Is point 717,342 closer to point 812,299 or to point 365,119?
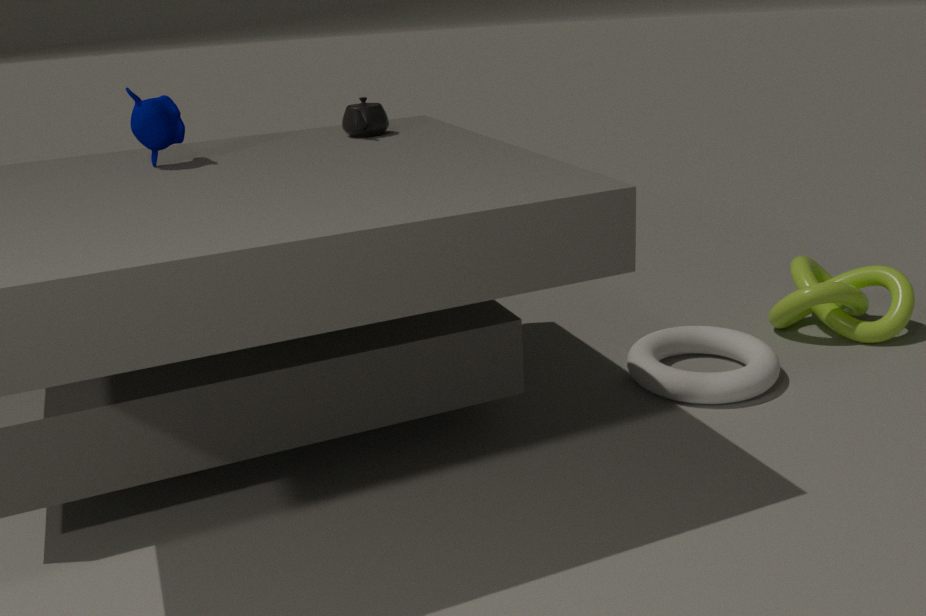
point 812,299
